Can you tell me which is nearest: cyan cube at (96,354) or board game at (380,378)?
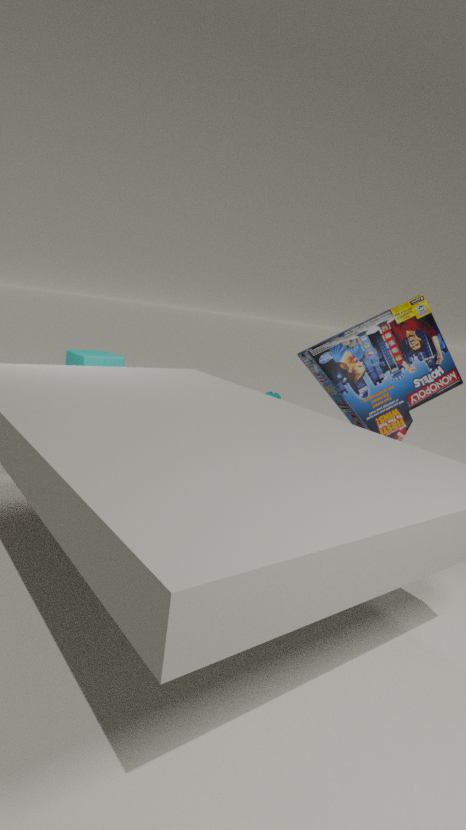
board game at (380,378)
